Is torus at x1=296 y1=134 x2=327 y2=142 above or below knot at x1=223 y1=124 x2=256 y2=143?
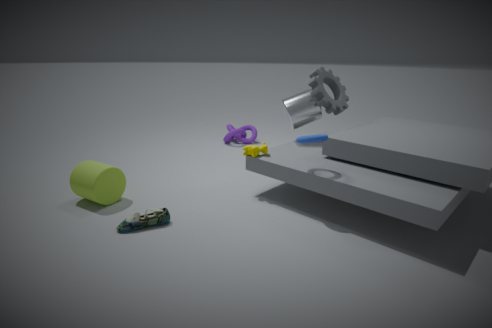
above
